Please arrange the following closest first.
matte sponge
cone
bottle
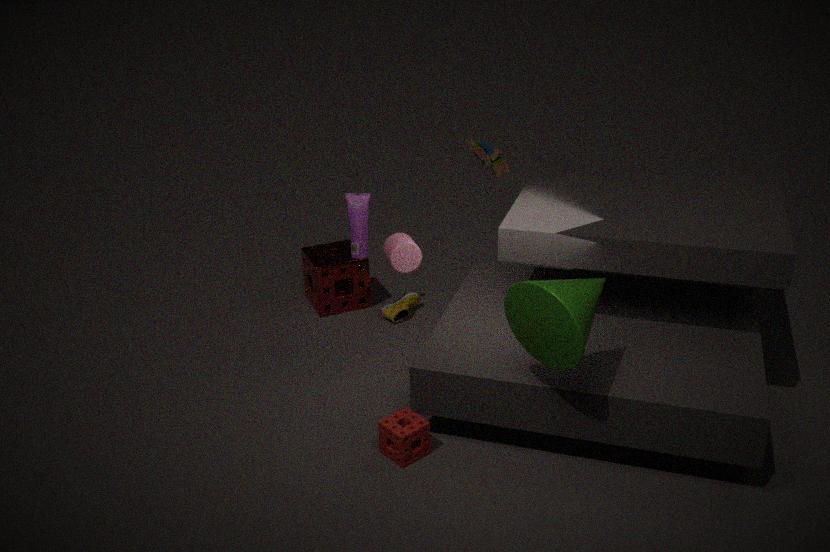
cone, matte sponge, bottle
